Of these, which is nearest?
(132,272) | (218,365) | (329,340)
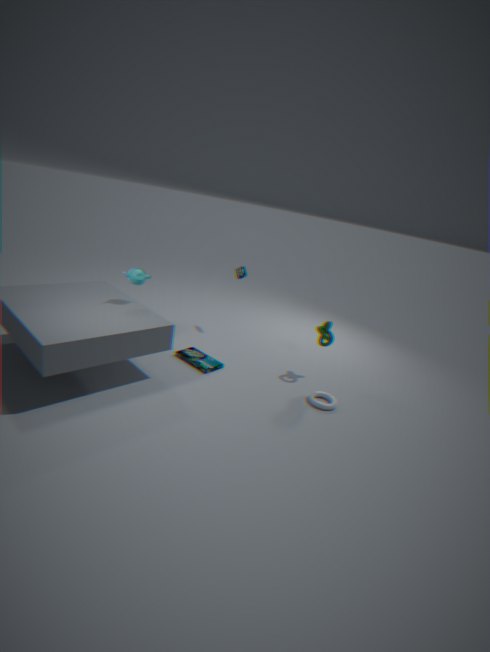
(132,272)
